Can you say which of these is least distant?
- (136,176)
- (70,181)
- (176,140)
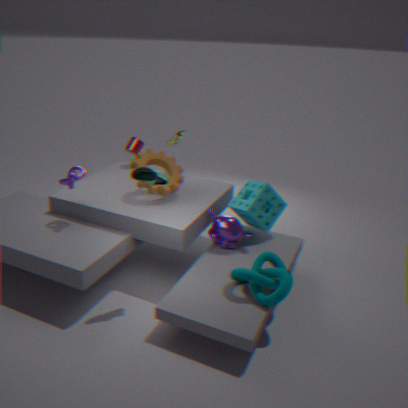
(136,176)
